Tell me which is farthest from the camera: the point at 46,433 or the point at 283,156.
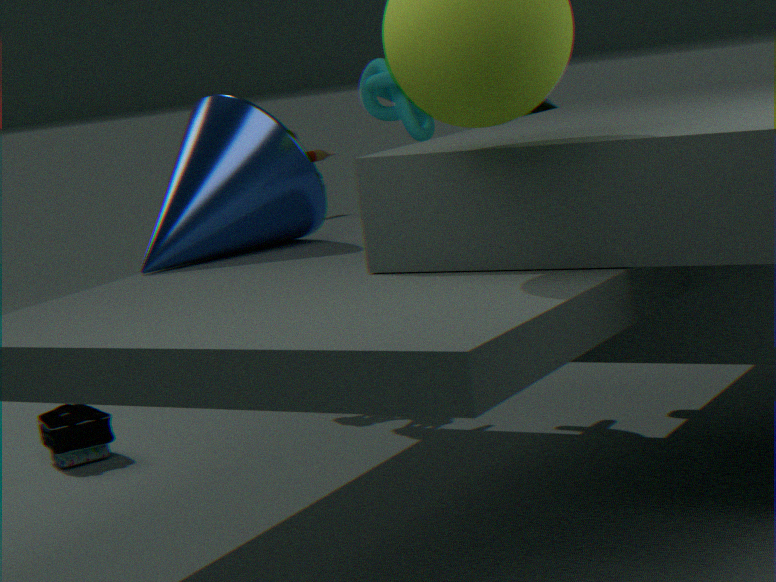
the point at 46,433
